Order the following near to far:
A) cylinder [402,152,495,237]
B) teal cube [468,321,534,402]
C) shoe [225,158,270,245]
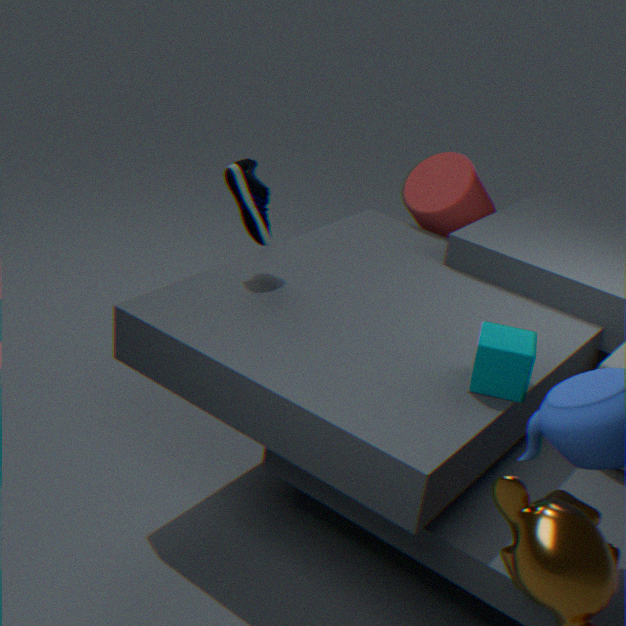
1. teal cube [468,321,534,402]
2. shoe [225,158,270,245]
3. cylinder [402,152,495,237]
